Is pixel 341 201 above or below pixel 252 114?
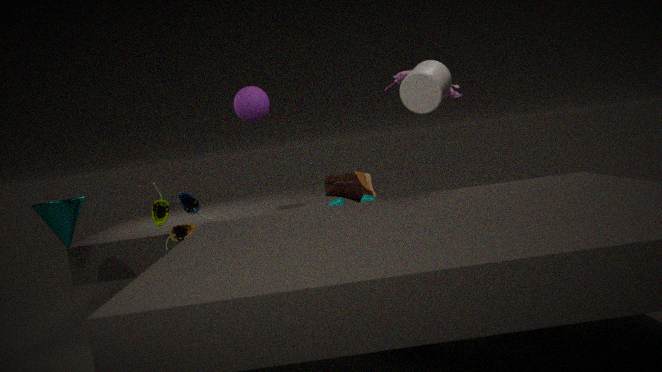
below
